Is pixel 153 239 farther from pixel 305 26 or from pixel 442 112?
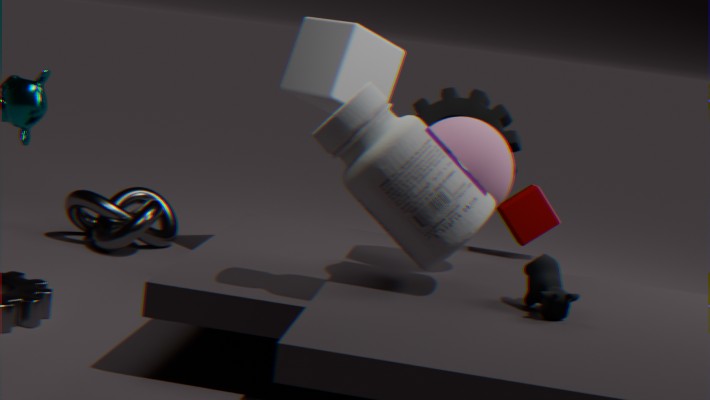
pixel 442 112
